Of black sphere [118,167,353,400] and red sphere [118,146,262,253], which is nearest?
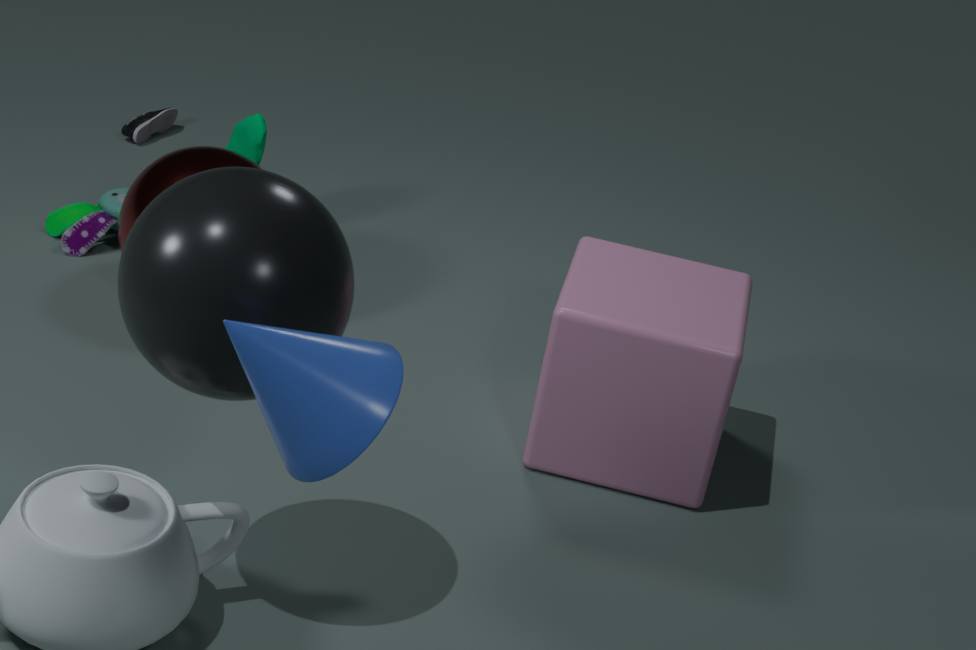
black sphere [118,167,353,400]
